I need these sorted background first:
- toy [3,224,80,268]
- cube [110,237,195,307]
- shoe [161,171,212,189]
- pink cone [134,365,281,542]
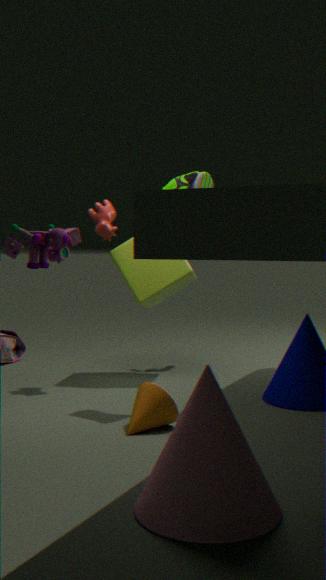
cube [110,237,195,307], shoe [161,171,212,189], toy [3,224,80,268], pink cone [134,365,281,542]
